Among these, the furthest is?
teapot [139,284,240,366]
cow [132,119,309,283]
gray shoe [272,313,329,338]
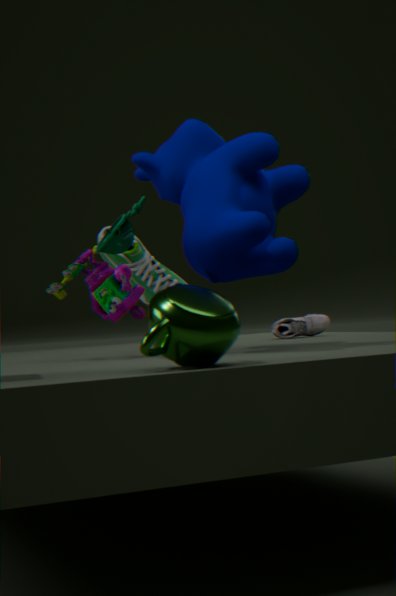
gray shoe [272,313,329,338]
